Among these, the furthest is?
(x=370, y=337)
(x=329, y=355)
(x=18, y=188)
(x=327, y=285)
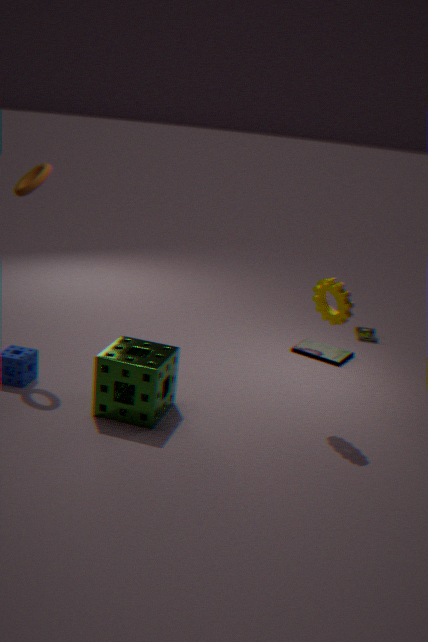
(x=370, y=337)
